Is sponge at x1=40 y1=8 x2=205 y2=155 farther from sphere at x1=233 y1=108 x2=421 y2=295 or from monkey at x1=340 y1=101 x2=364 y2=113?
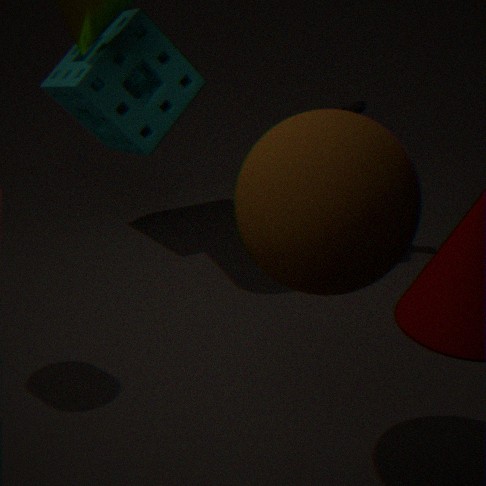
sphere at x1=233 y1=108 x2=421 y2=295
